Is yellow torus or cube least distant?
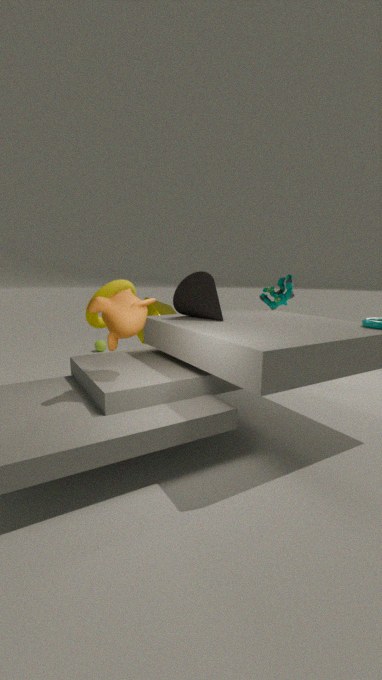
yellow torus
